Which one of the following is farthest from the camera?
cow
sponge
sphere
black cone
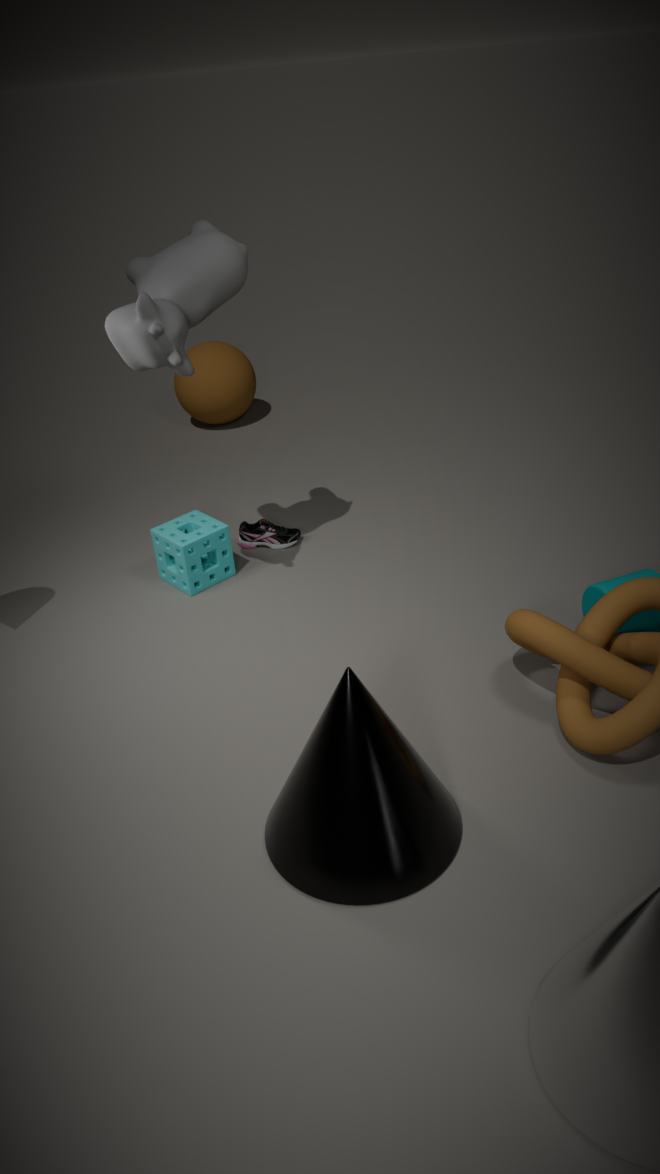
sphere
